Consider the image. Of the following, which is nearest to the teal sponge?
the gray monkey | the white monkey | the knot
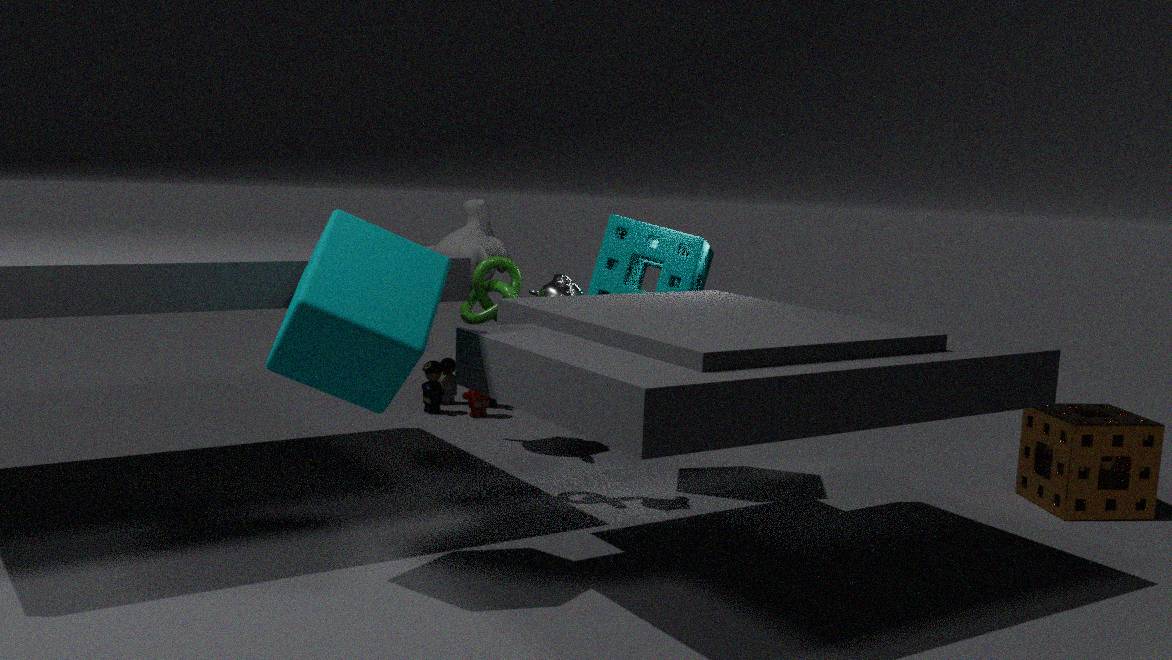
the white monkey
